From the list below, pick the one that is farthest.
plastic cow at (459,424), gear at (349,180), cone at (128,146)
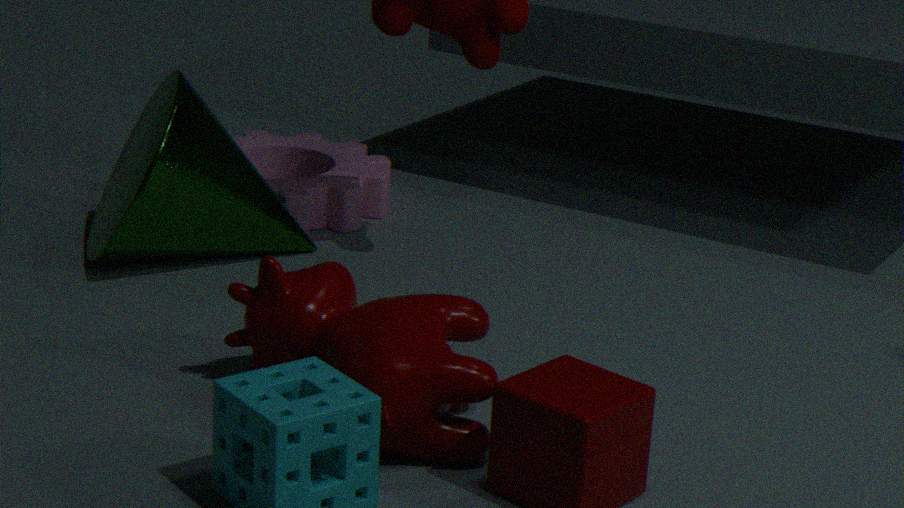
gear at (349,180)
